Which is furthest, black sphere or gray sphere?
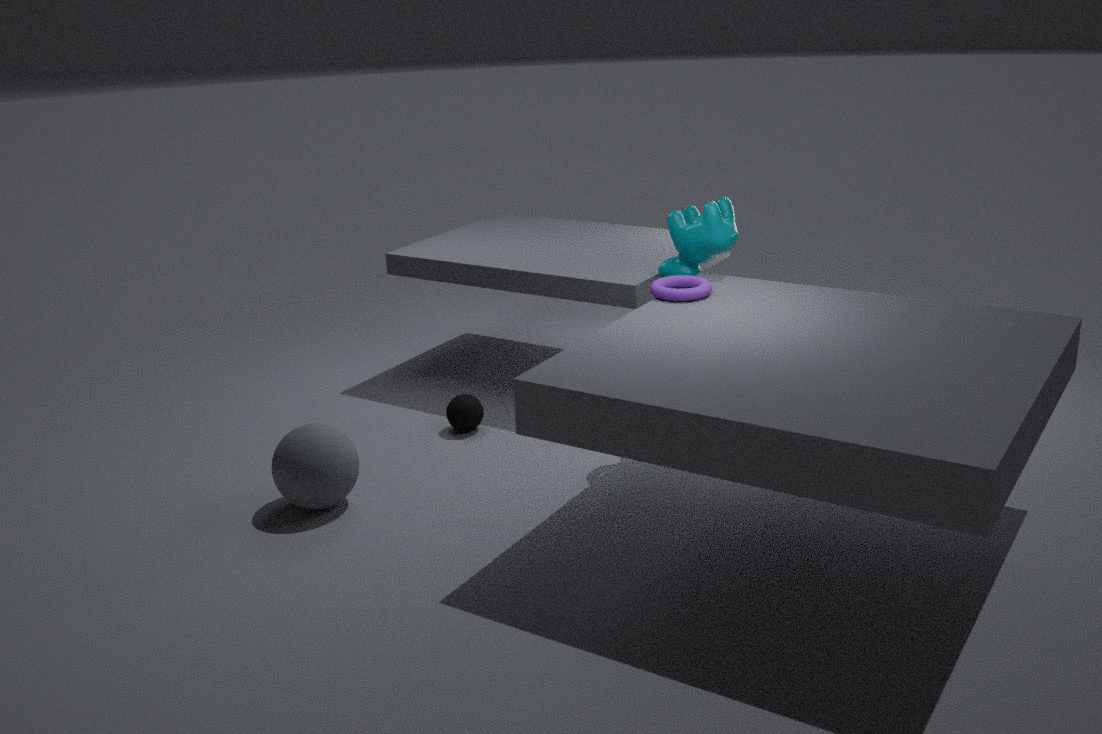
black sphere
